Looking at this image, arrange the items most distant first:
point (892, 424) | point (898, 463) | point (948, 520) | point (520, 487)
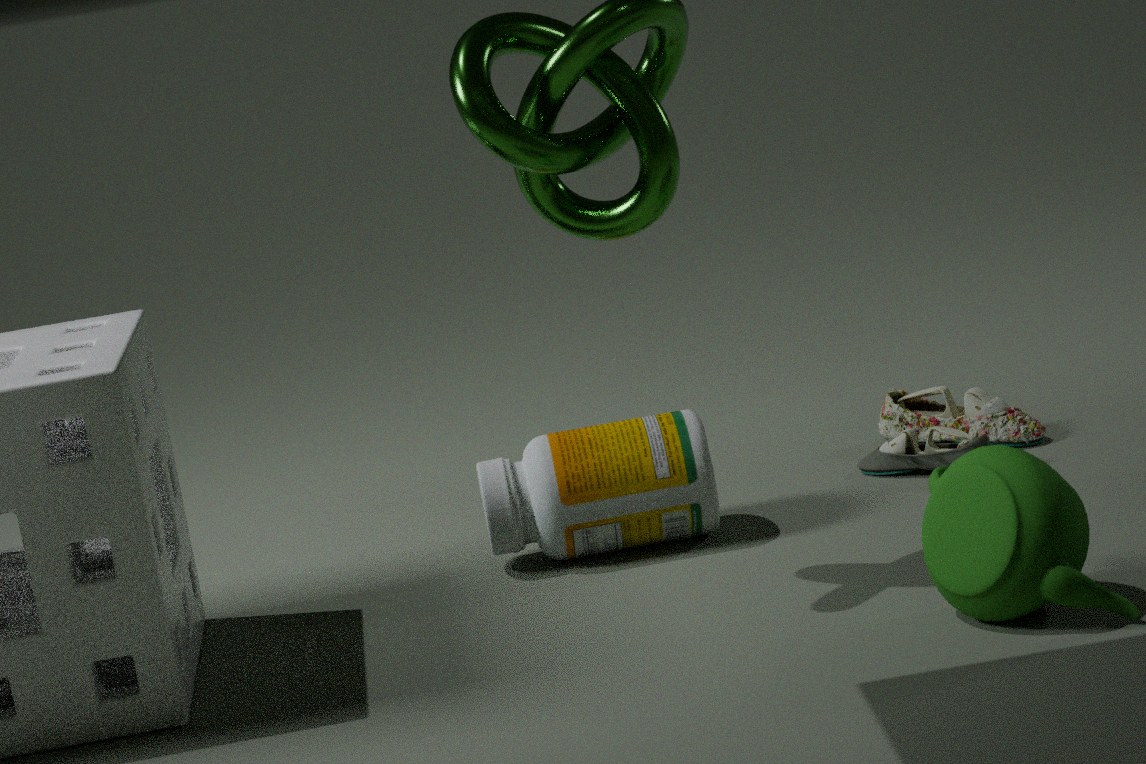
point (892, 424) → point (898, 463) → point (520, 487) → point (948, 520)
